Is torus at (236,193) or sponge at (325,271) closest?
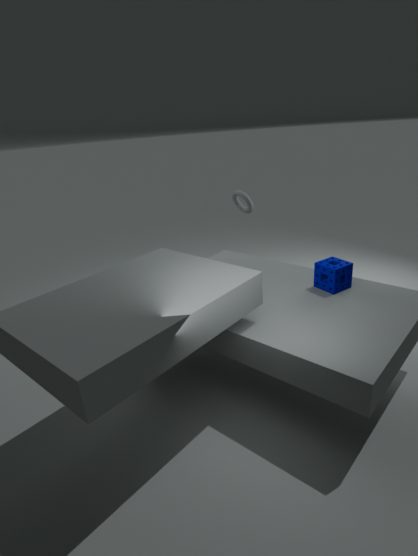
sponge at (325,271)
